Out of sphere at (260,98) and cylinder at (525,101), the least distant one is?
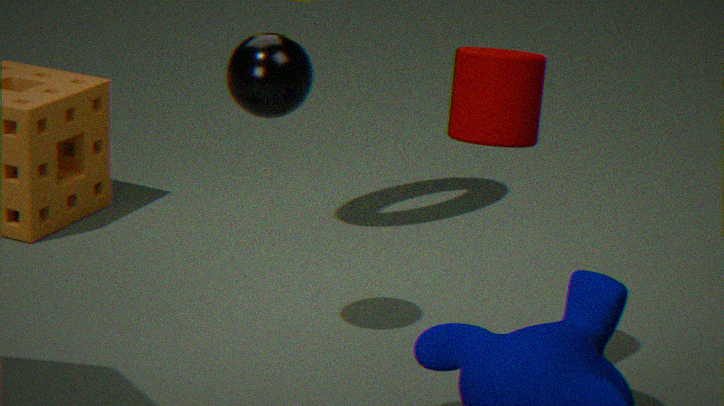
cylinder at (525,101)
